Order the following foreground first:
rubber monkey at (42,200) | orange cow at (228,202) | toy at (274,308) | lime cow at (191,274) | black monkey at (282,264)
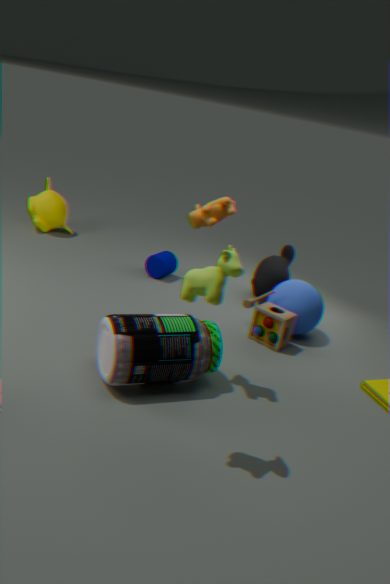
lime cow at (191,274) → orange cow at (228,202) → toy at (274,308) → black monkey at (282,264) → rubber monkey at (42,200)
